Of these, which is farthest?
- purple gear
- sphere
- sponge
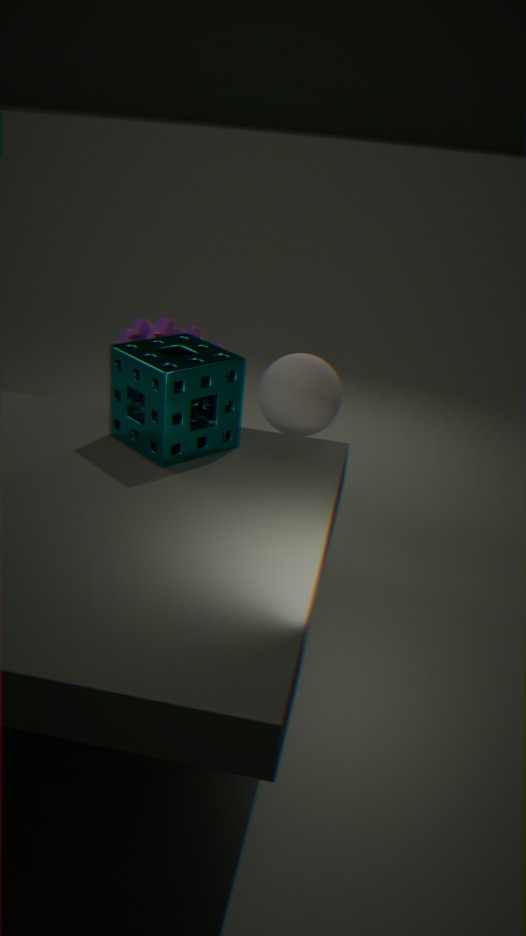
purple gear
